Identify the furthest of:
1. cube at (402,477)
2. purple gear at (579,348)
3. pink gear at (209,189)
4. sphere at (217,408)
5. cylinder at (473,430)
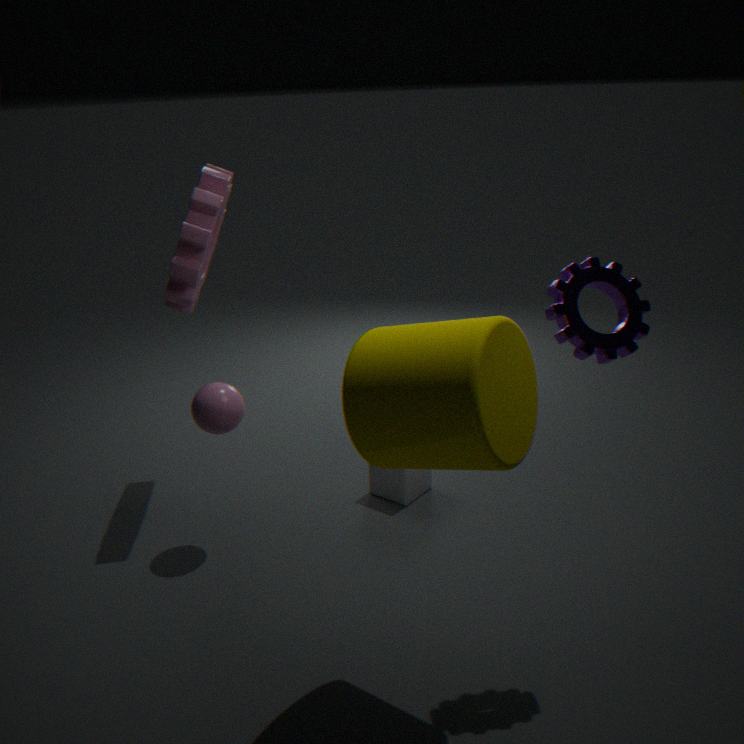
cube at (402,477)
